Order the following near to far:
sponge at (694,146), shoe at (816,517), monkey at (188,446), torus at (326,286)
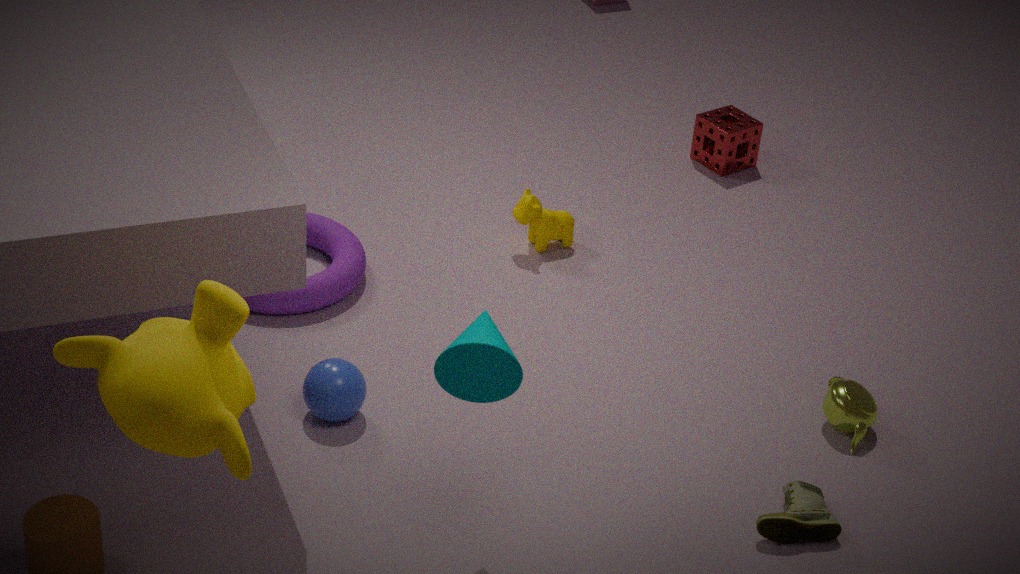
monkey at (188,446), shoe at (816,517), torus at (326,286), sponge at (694,146)
